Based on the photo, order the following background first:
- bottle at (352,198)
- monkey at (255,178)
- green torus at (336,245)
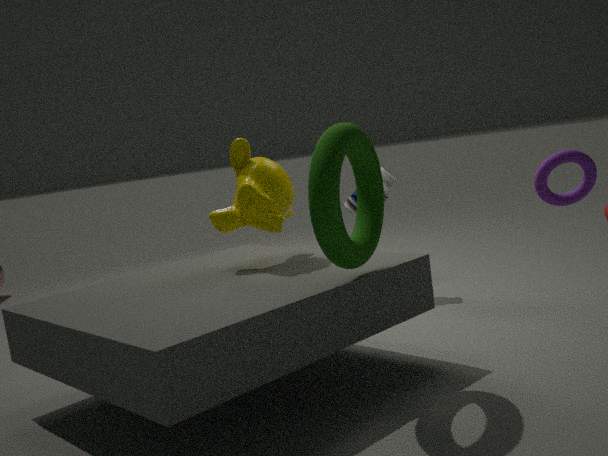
bottle at (352,198) < monkey at (255,178) < green torus at (336,245)
